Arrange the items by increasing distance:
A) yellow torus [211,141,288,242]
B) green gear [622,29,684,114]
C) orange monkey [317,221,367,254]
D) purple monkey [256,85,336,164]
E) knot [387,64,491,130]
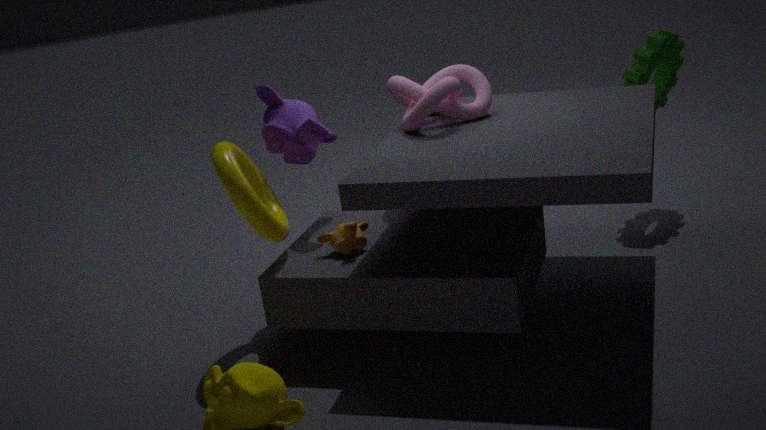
yellow torus [211,141,288,242] < orange monkey [317,221,367,254] < knot [387,64,491,130] < purple monkey [256,85,336,164] < green gear [622,29,684,114]
